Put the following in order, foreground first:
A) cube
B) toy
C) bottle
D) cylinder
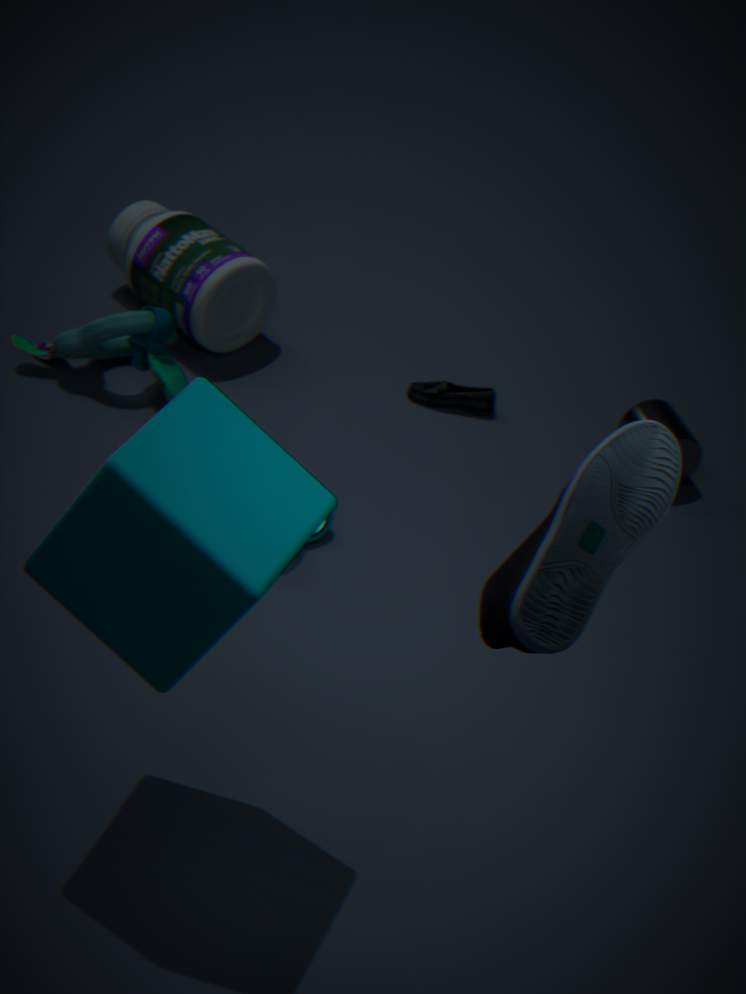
cube, cylinder, toy, bottle
